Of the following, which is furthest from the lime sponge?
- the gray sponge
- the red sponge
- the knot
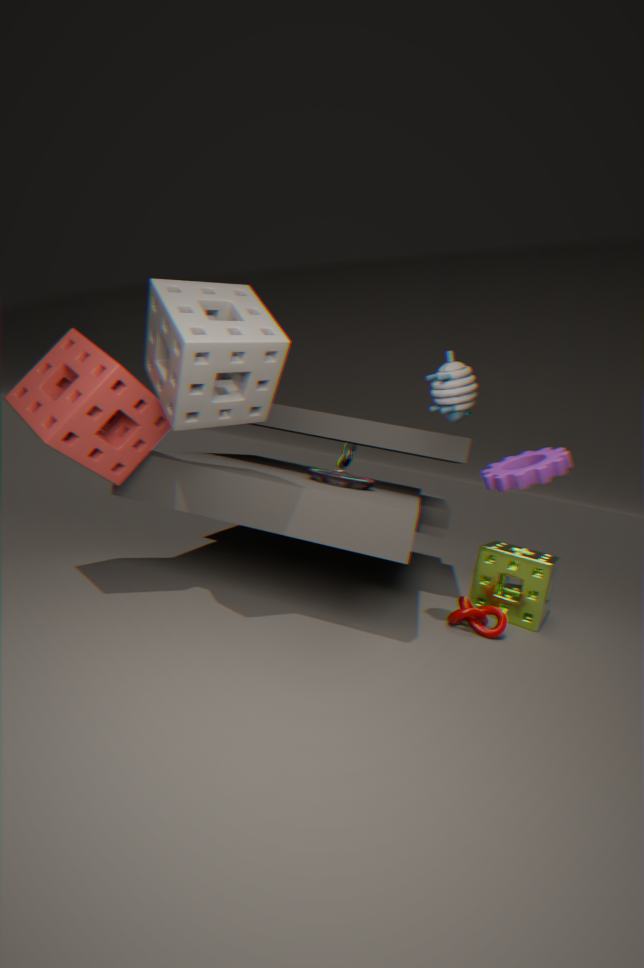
the red sponge
